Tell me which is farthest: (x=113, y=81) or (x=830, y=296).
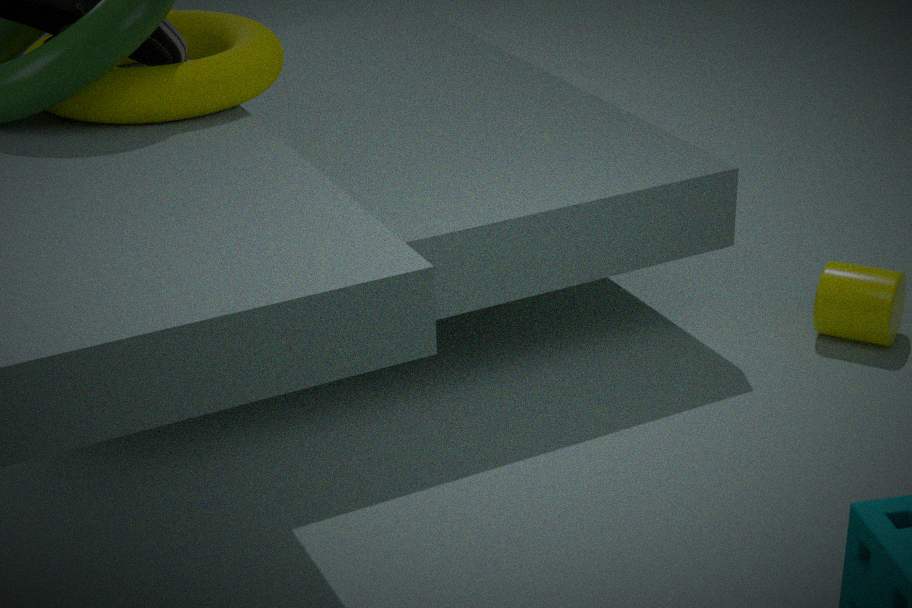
(x=830, y=296)
